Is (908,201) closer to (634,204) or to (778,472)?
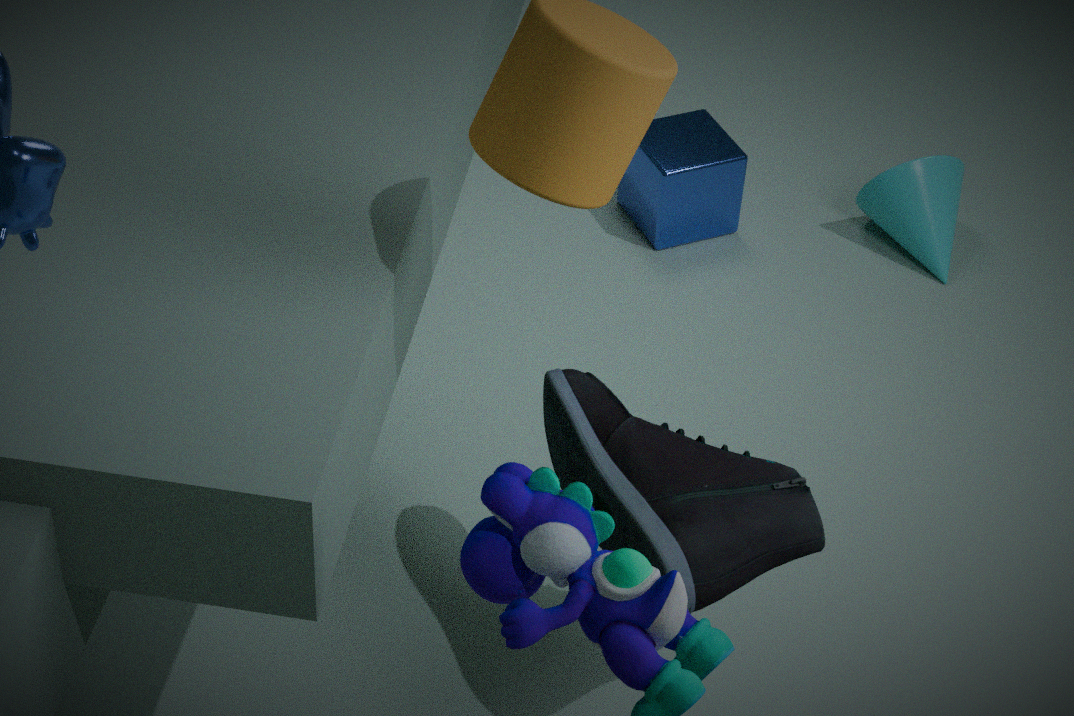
(634,204)
